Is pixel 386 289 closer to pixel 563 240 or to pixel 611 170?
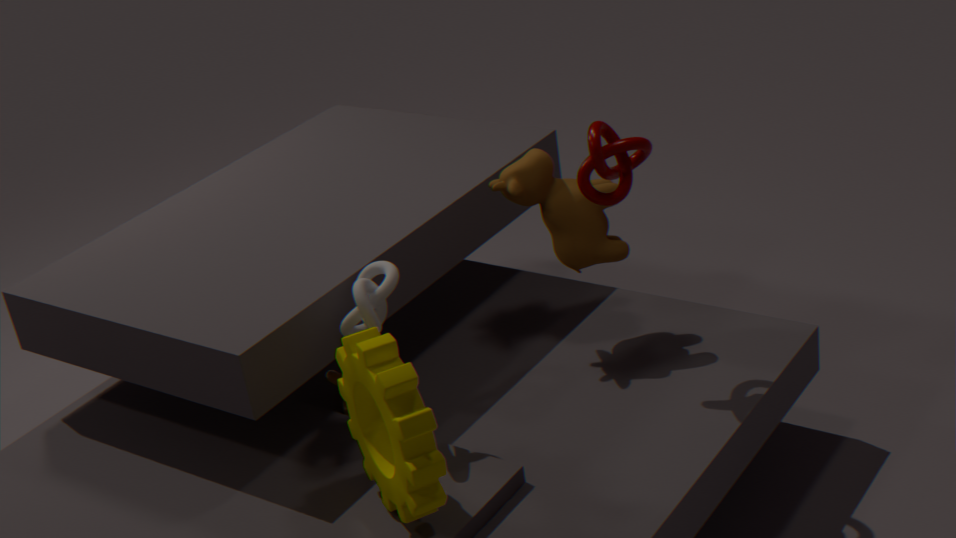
pixel 563 240
